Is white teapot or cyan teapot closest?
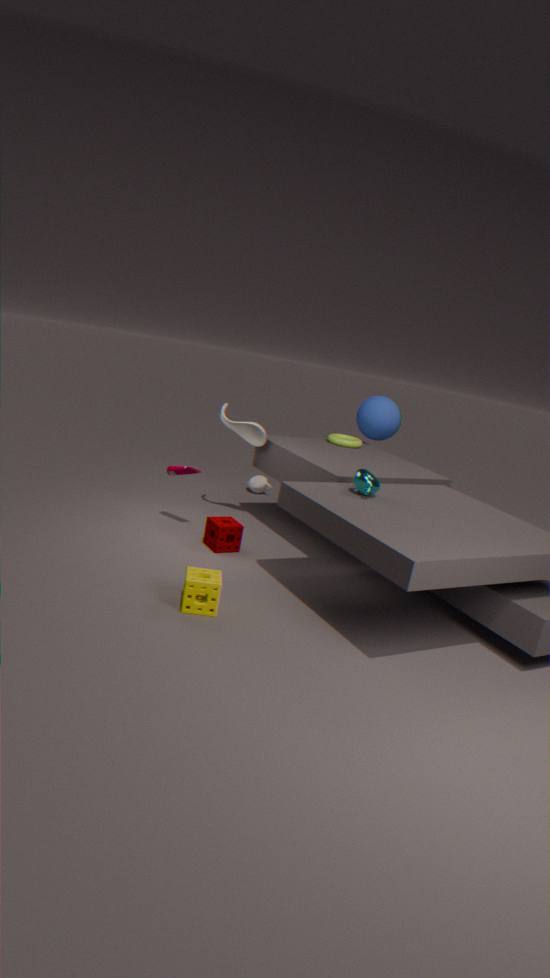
cyan teapot
